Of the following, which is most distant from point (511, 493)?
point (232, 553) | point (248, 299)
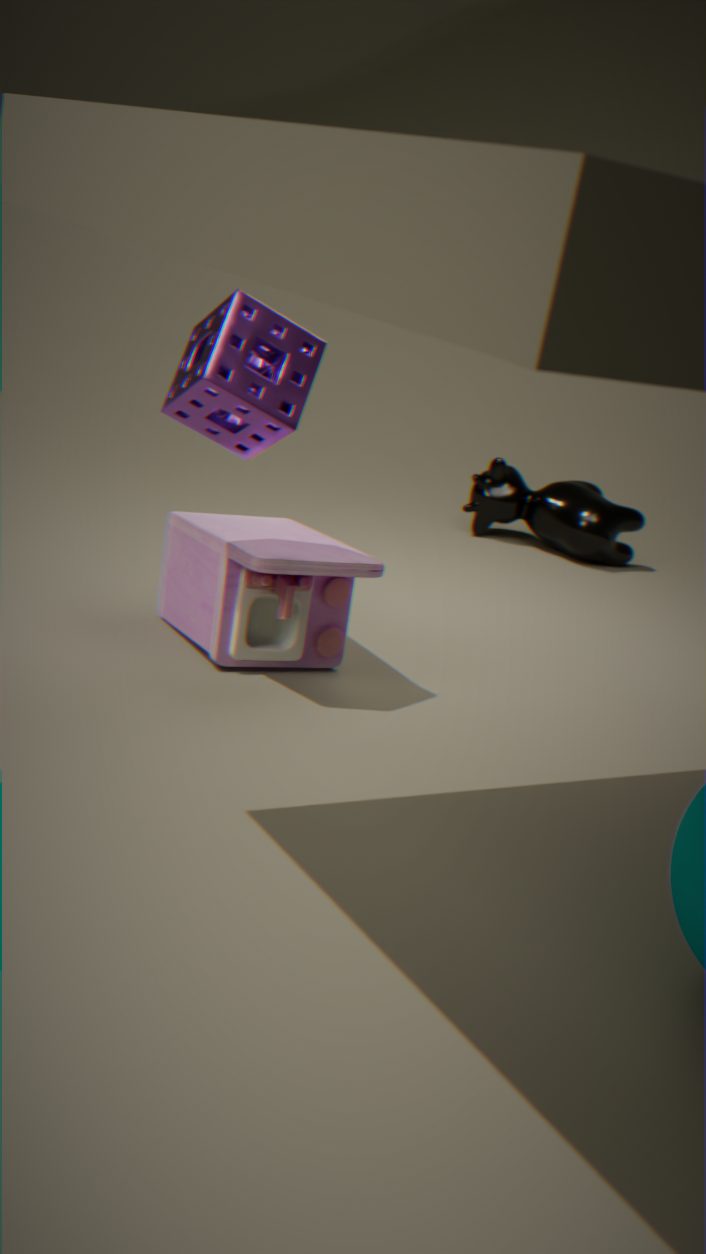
point (248, 299)
